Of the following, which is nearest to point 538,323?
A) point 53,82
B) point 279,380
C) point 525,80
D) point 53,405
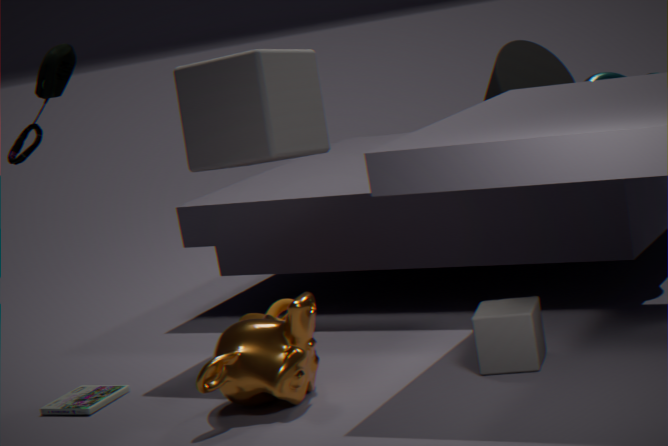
point 279,380
